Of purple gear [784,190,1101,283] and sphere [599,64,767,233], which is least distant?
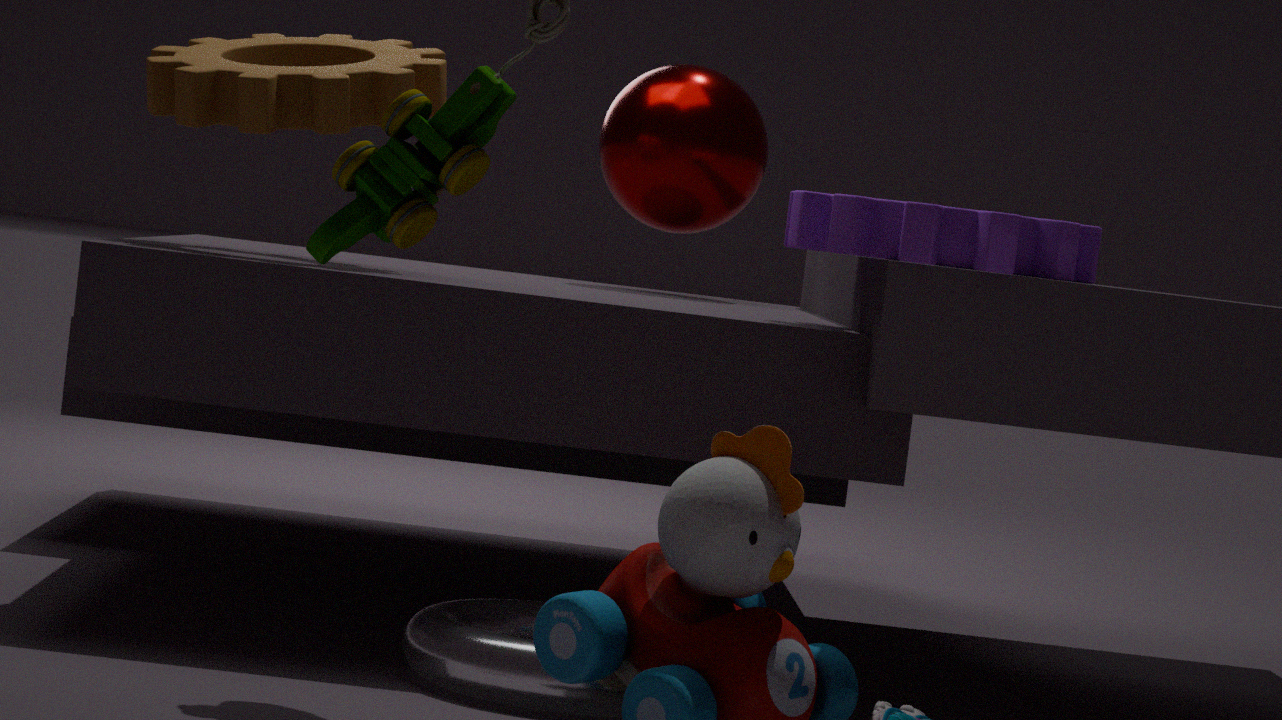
purple gear [784,190,1101,283]
